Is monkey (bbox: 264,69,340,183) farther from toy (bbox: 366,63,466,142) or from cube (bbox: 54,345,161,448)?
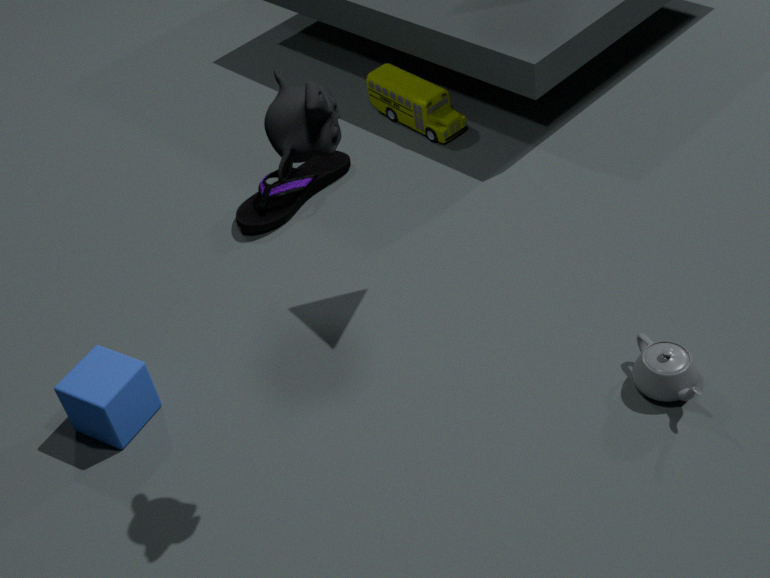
toy (bbox: 366,63,466,142)
